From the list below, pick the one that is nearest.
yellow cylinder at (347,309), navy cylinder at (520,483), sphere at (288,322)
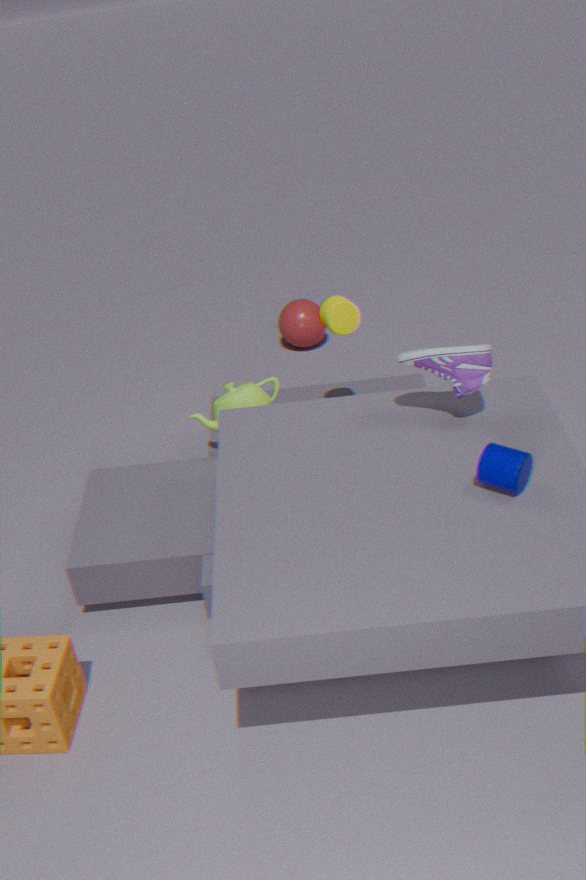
navy cylinder at (520,483)
